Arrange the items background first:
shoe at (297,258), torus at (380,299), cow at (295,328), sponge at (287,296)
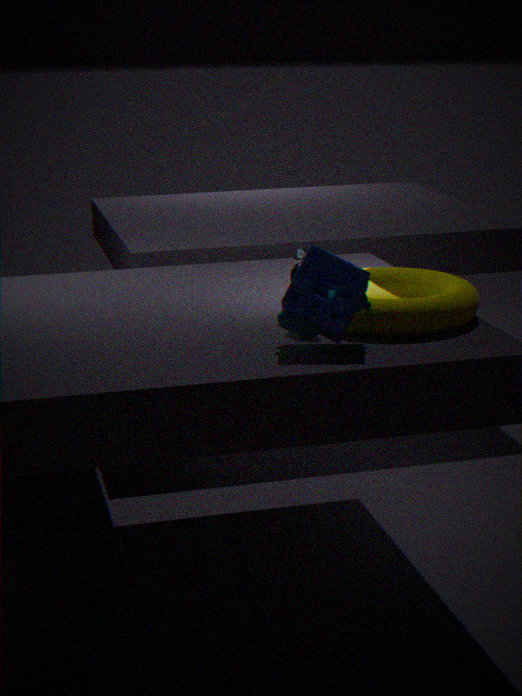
shoe at (297,258) → torus at (380,299) → cow at (295,328) → sponge at (287,296)
